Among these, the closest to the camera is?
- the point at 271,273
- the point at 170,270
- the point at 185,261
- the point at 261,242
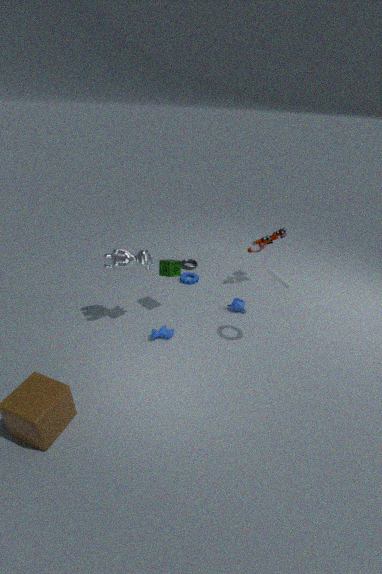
the point at 271,273
